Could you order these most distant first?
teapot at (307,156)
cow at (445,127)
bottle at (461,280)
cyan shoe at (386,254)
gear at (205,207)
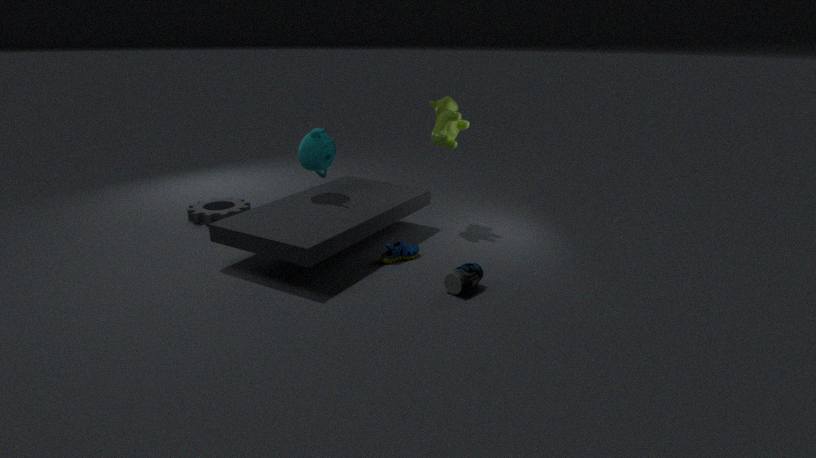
1. gear at (205,207)
2. cow at (445,127)
3. teapot at (307,156)
4. cyan shoe at (386,254)
5. bottle at (461,280)
